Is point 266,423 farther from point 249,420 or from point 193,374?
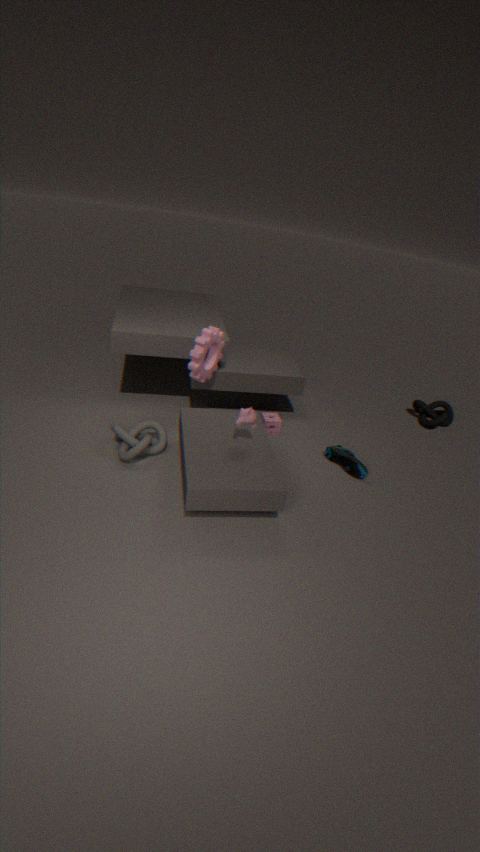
point 249,420
